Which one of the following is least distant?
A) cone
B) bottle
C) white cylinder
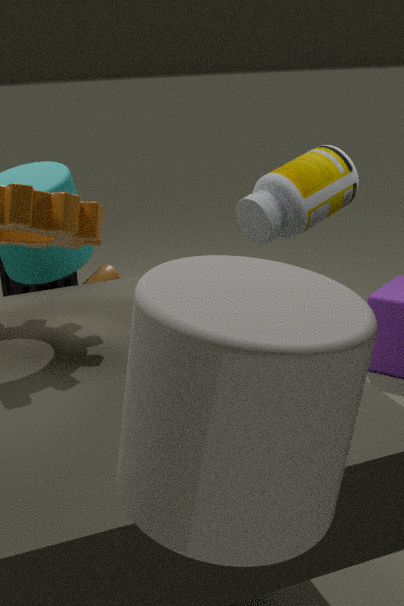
white cylinder
